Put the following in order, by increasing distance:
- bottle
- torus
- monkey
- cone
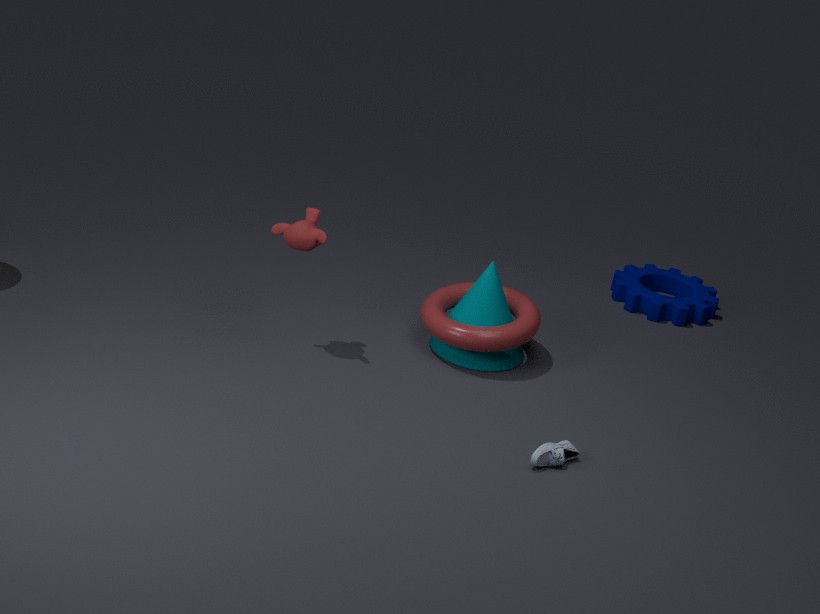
bottle → monkey → torus → cone
